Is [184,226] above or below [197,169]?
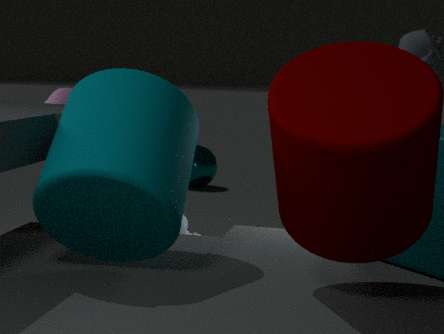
above
